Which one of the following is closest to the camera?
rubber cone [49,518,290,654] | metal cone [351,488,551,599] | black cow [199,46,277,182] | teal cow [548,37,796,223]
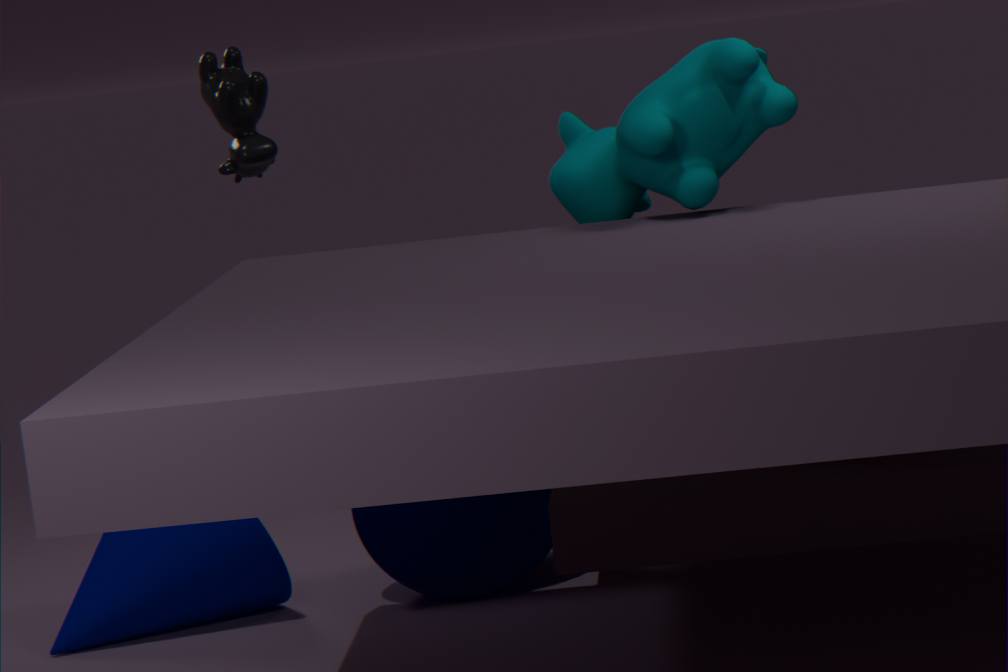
teal cow [548,37,796,223]
